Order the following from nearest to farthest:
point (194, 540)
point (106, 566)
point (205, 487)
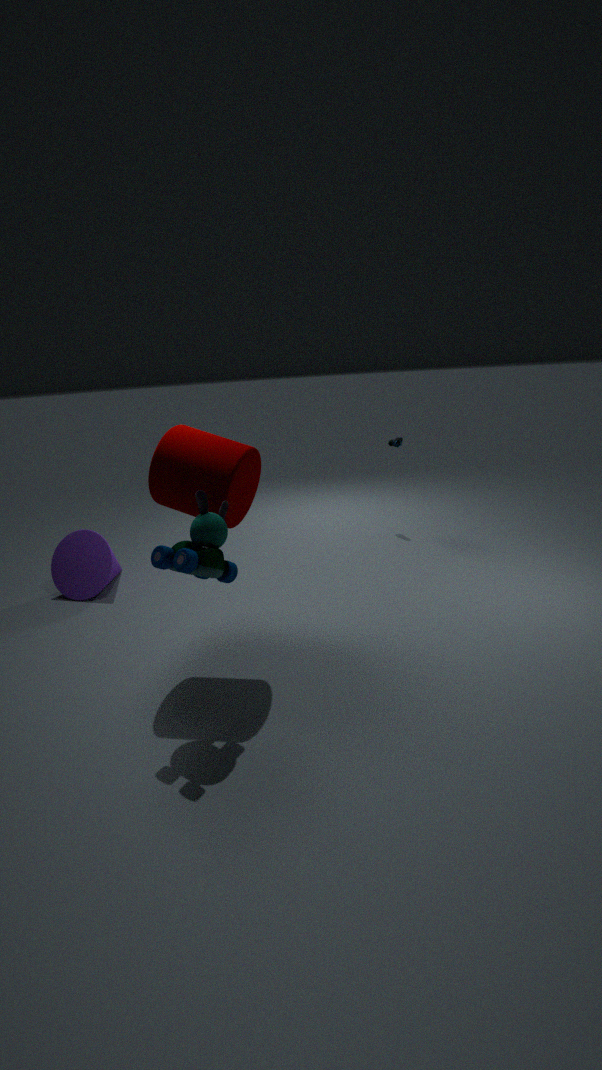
point (194, 540), point (205, 487), point (106, 566)
